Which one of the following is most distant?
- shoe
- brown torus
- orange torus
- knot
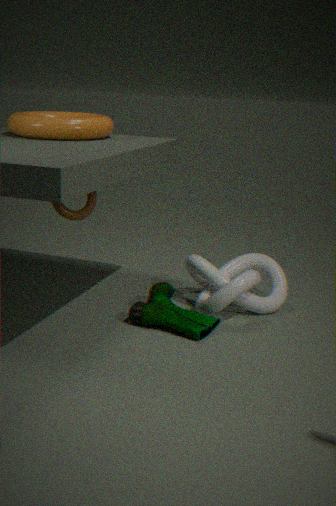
brown torus
